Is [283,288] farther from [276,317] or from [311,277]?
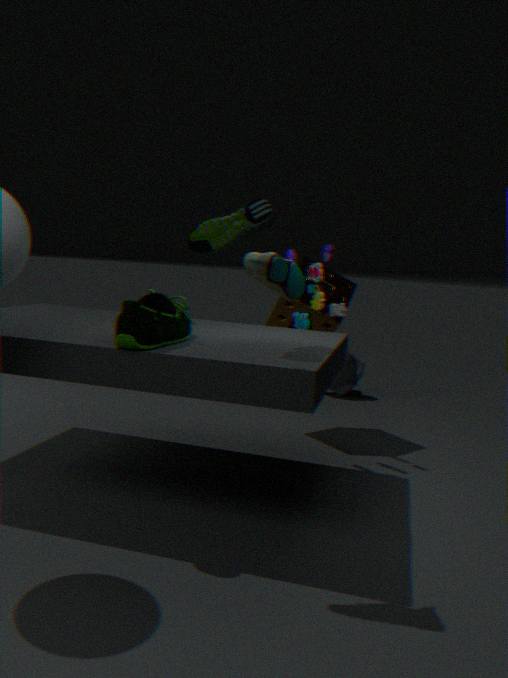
[276,317]
